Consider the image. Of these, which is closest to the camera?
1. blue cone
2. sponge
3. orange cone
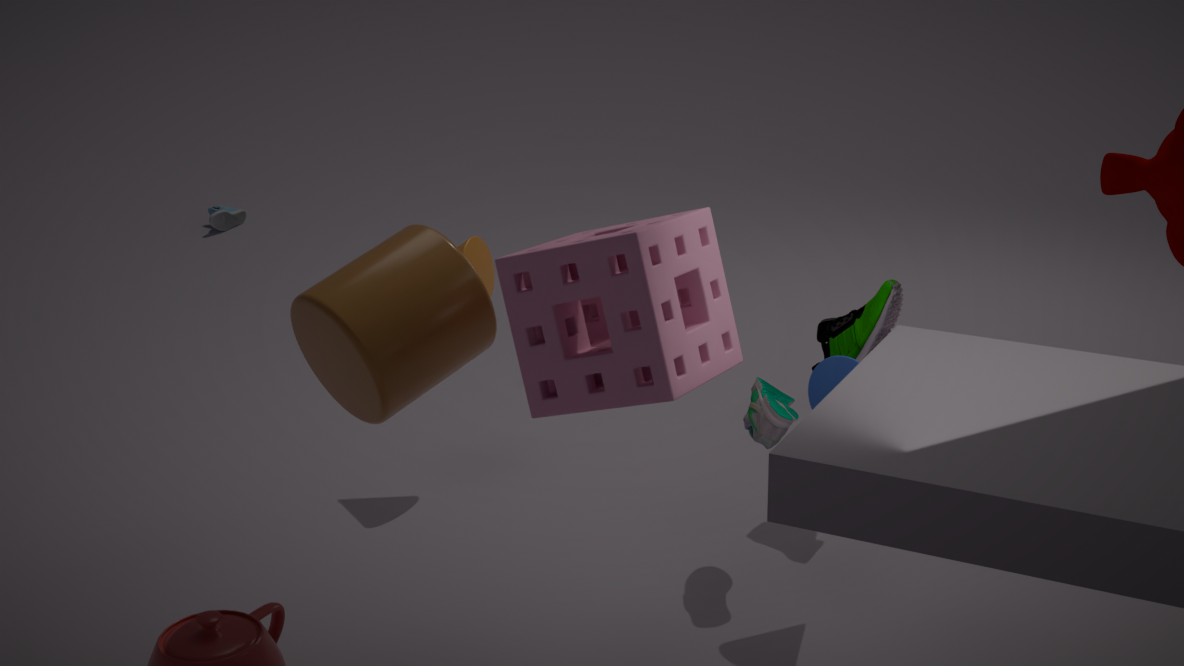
sponge
